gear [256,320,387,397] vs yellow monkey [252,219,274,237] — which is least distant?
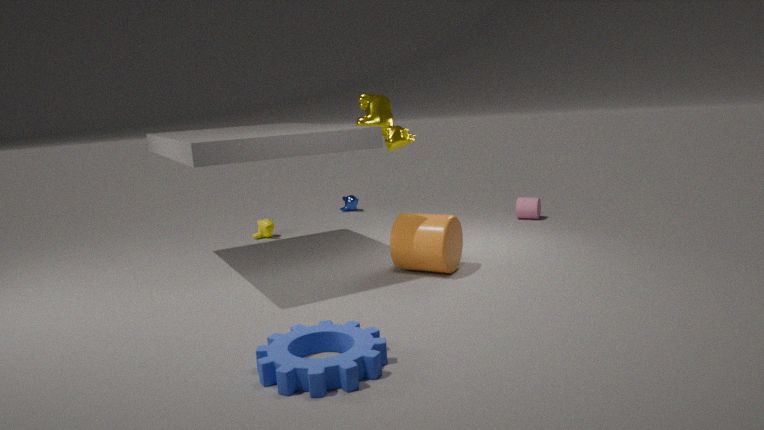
gear [256,320,387,397]
